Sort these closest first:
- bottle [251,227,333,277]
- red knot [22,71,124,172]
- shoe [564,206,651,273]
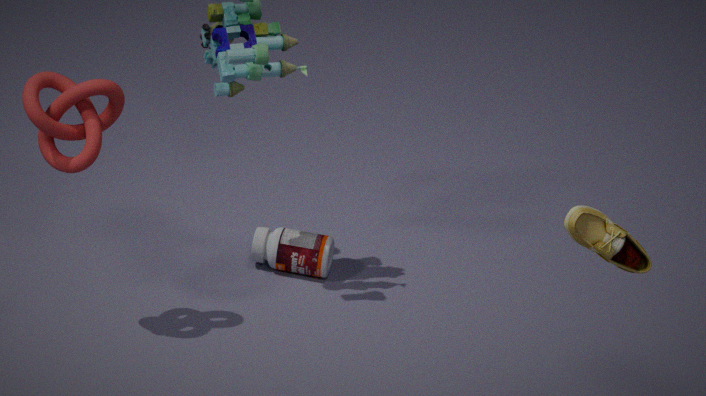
shoe [564,206,651,273] → red knot [22,71,124,172] → bottle [251,227,333,277]
